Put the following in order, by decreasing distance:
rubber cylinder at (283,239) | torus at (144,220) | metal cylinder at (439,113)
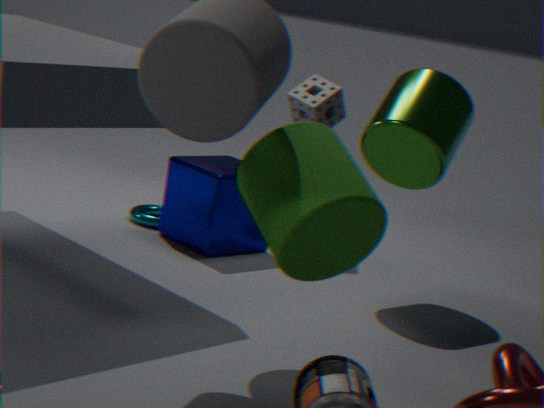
1. torus at (144,220)
2. metal cylinder at (439,113)
3. rubber cylinder at (283,239)
